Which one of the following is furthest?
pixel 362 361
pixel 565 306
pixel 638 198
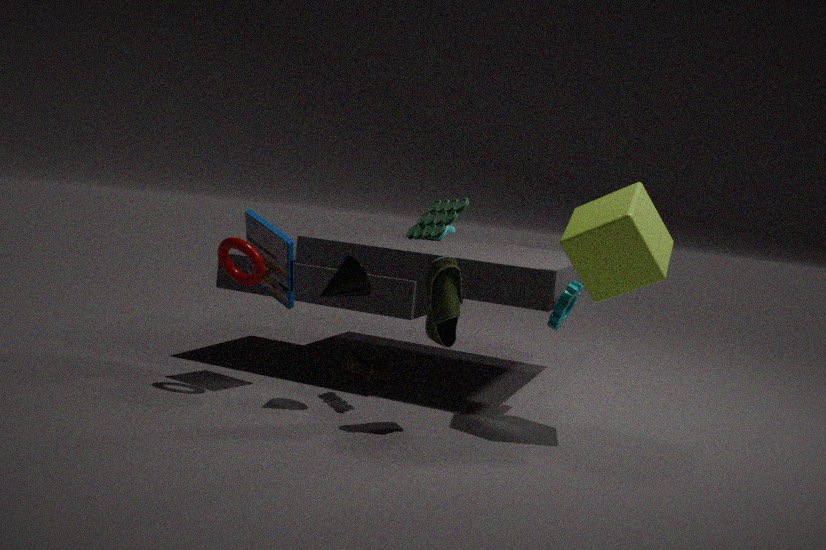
pixel 362 361
